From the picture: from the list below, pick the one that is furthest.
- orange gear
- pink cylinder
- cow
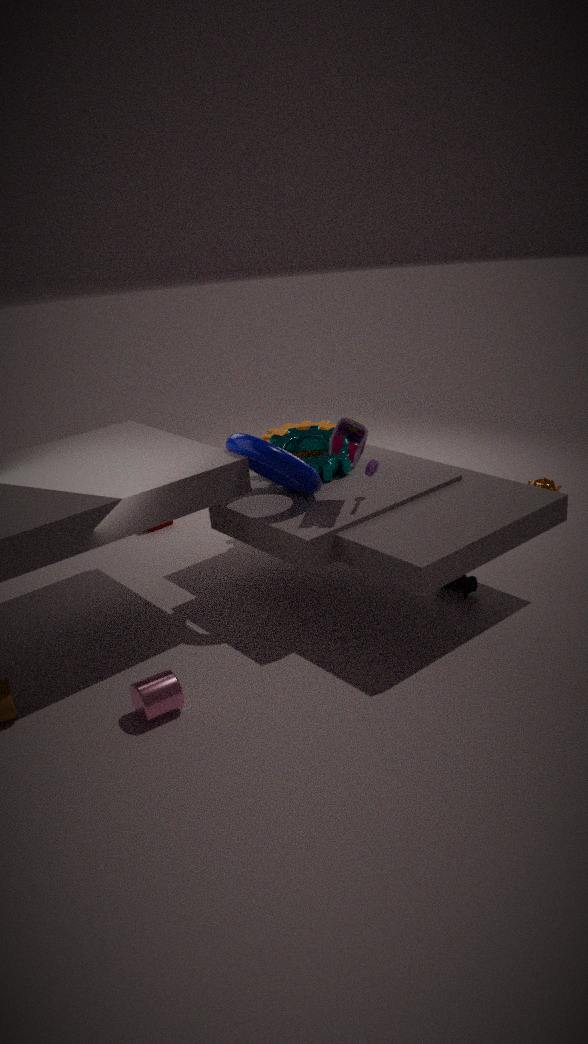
orange gear
